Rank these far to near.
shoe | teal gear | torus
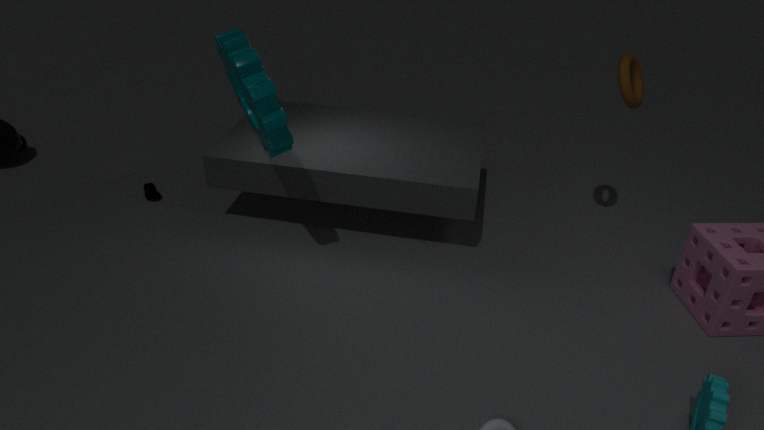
shoe < torus < teal gear
